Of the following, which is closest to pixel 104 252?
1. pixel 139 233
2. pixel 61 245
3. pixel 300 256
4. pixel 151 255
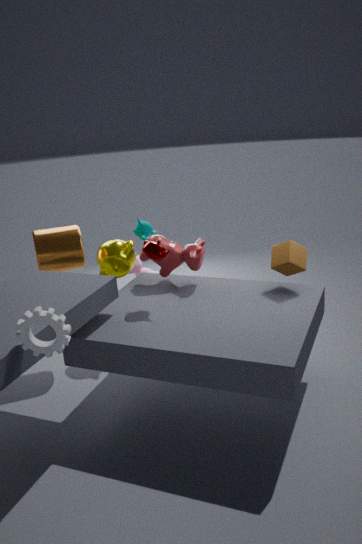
pixel 139 233
